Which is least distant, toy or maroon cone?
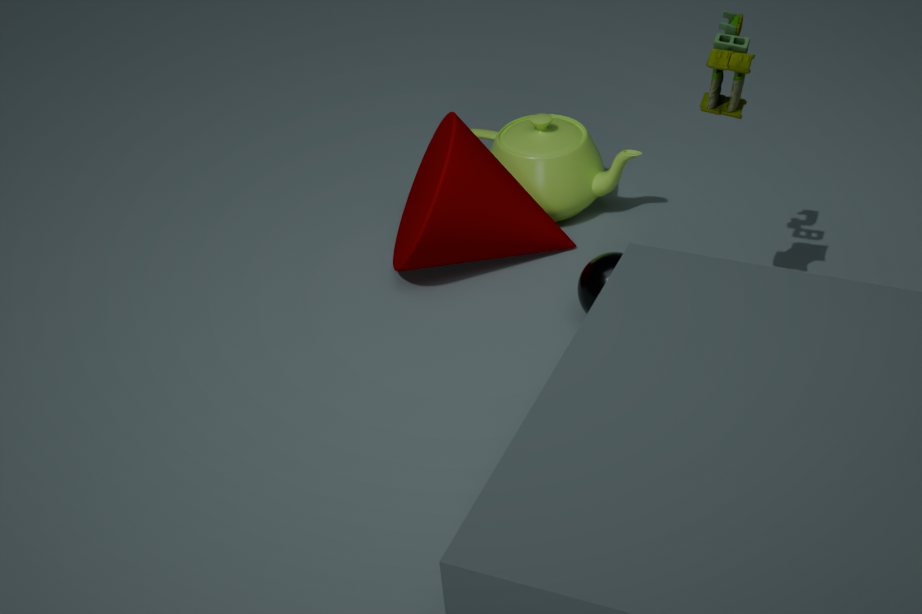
toy
